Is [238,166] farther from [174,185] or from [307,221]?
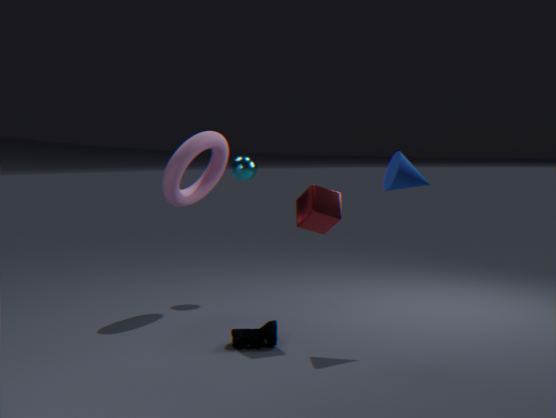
[307,221]
